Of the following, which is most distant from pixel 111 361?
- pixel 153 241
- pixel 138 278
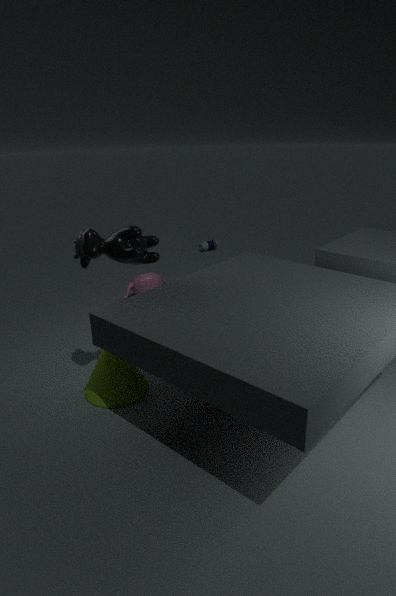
pixel 138 278
